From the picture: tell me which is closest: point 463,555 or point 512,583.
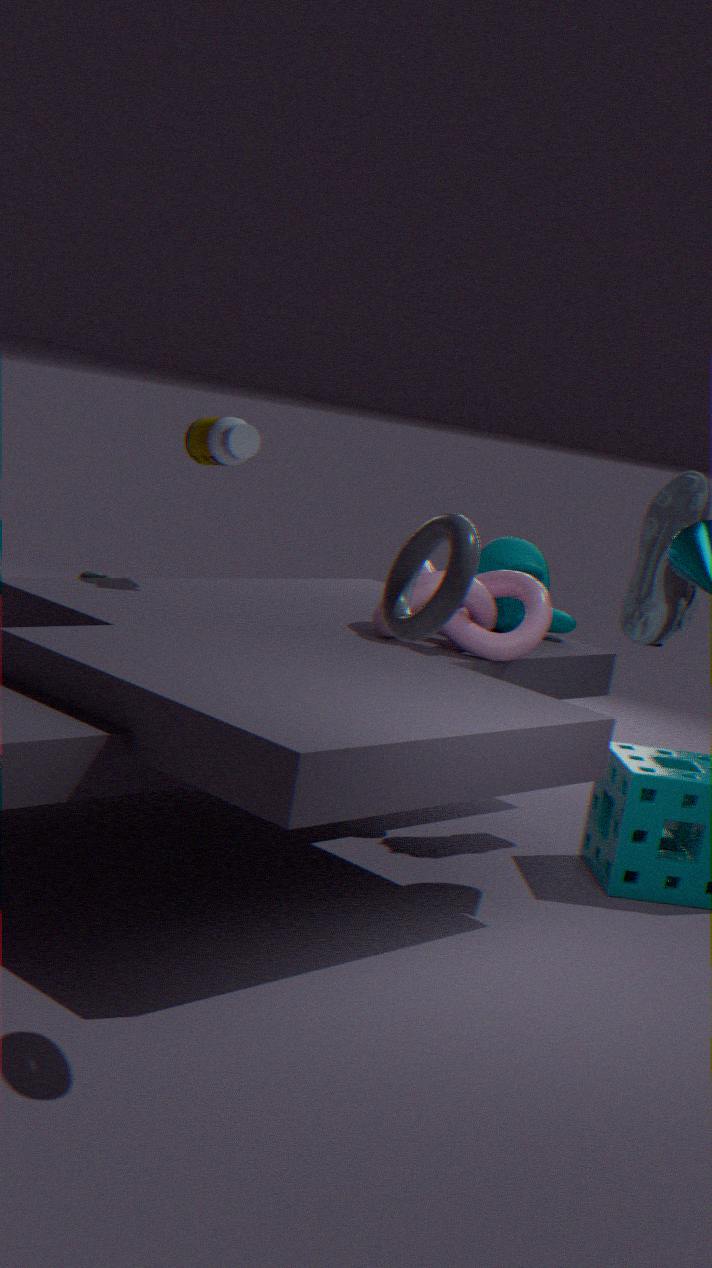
point 463,555
